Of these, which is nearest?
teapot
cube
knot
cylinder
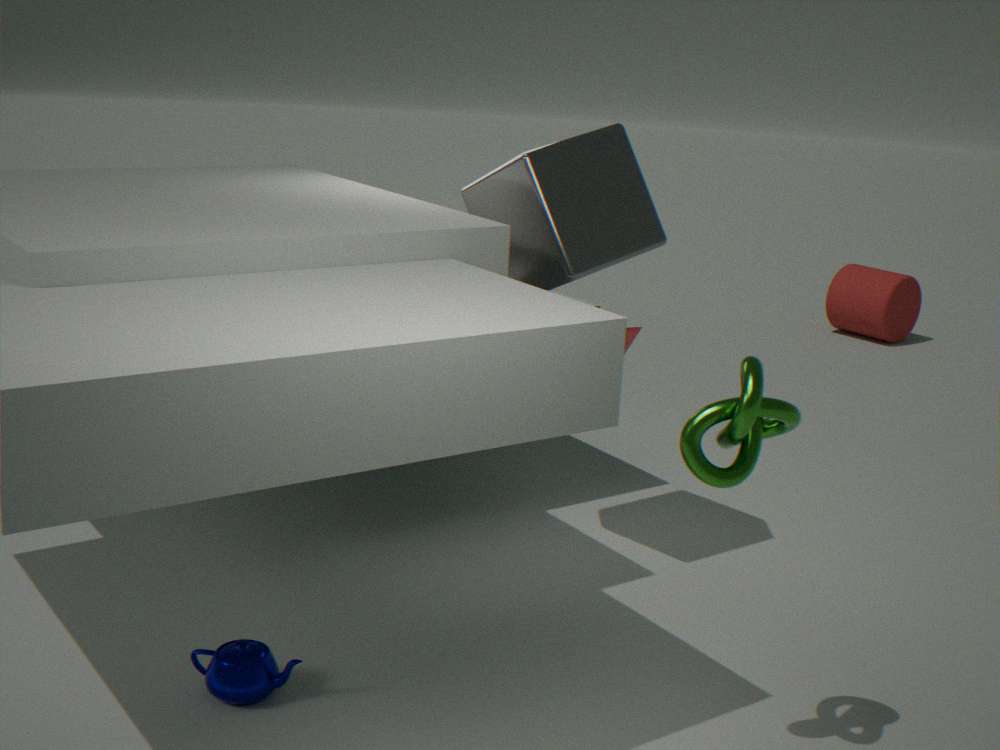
knot
